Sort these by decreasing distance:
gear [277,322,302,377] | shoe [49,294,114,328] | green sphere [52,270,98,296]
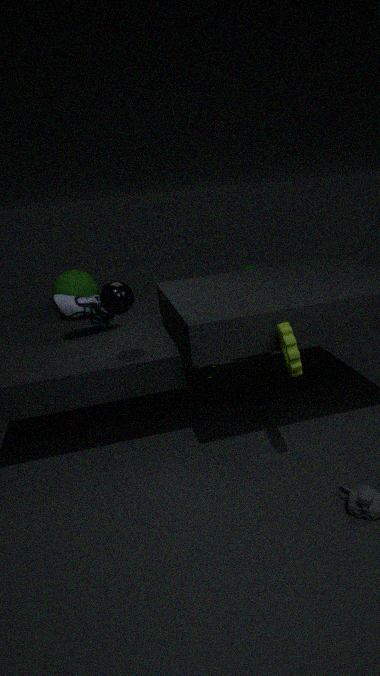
1. green sphere [52,270,98,296]
2. shoe [49,294,114,328]
3. gear [277,322,302,377]
